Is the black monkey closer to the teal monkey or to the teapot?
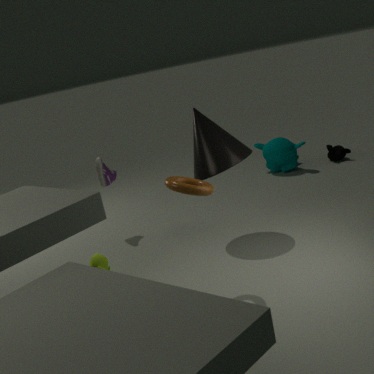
the teal monkey
